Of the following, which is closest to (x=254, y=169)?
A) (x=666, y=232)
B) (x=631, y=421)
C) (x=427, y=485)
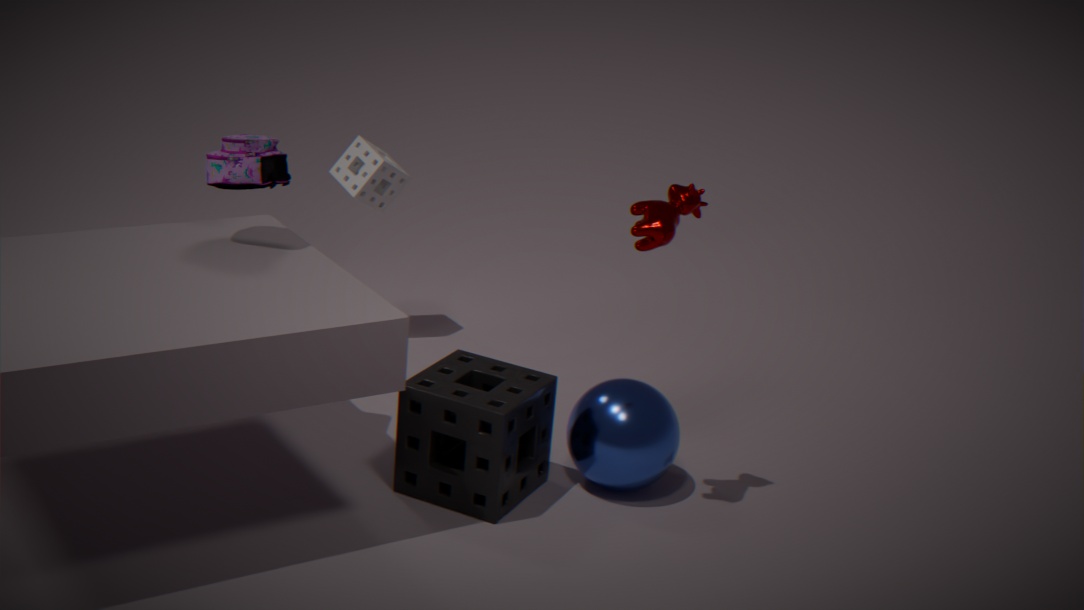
(x=427, y=485)
